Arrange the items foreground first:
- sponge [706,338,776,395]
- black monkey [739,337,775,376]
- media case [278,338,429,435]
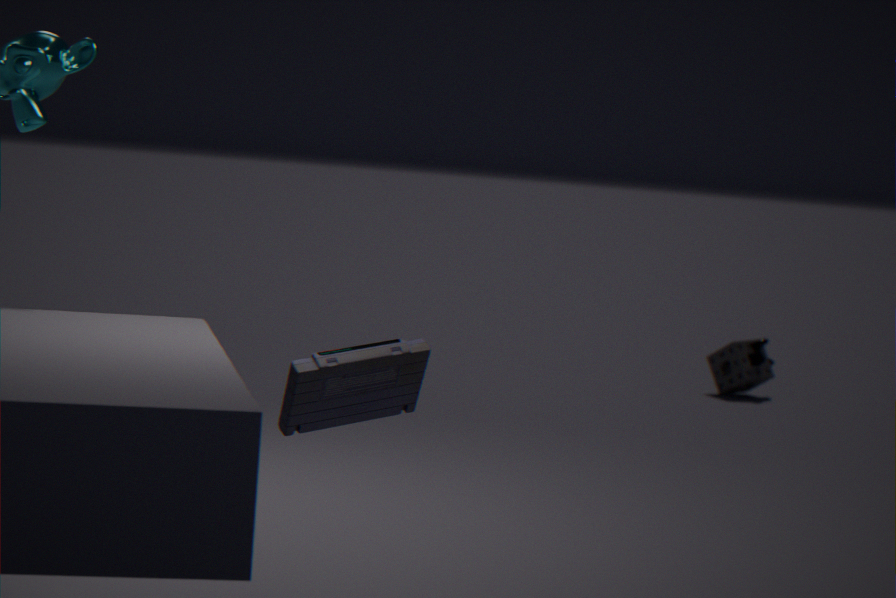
media case [278,338,429,435] → sponge [706,338,776,395] → black monkey [739,337,775,376]
